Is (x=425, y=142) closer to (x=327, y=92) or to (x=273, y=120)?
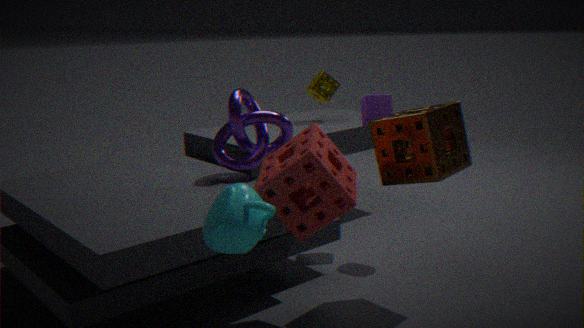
(x=273, y=120)
